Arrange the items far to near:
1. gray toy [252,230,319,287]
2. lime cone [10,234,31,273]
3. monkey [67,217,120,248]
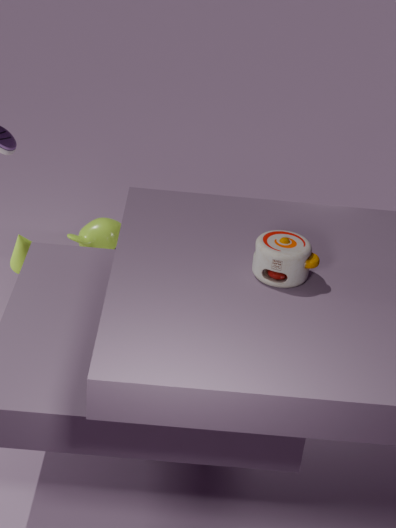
monkey [67,217,120,248]
lime cone [10,234,31,273]
gray toy [252,230,319,287]
